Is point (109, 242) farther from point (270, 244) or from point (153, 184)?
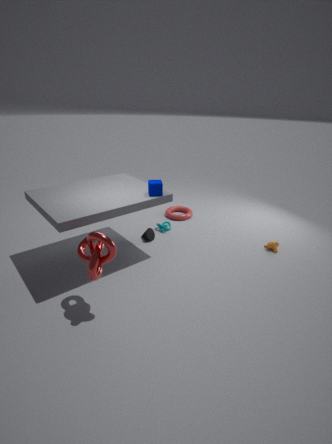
point (270, 244)
